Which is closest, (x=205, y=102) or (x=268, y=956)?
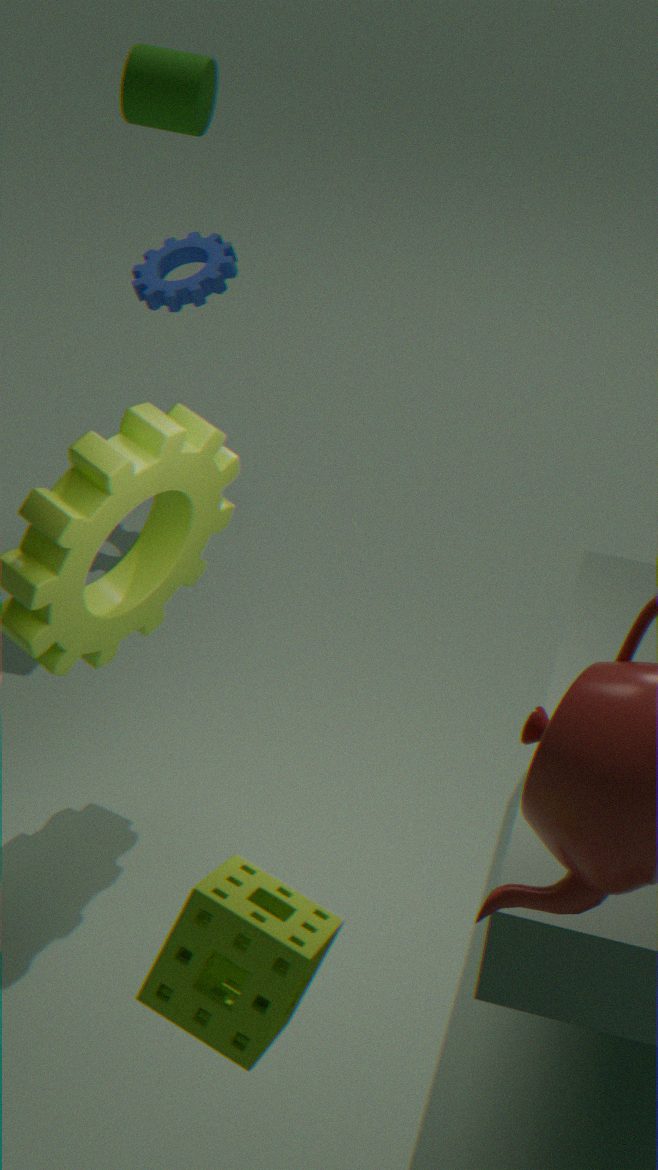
(x=268, y=956)
